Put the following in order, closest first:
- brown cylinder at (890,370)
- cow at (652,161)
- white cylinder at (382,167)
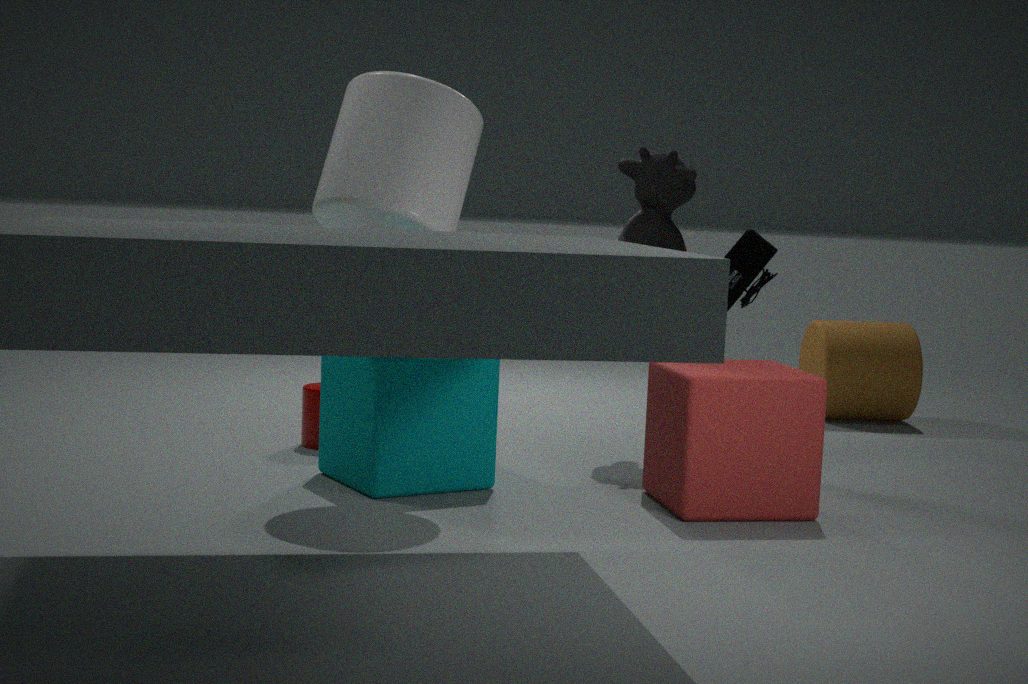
1. white cylinder at (382,167)
2. cow at (652,161)
3. brown cylinder at (890,370)
